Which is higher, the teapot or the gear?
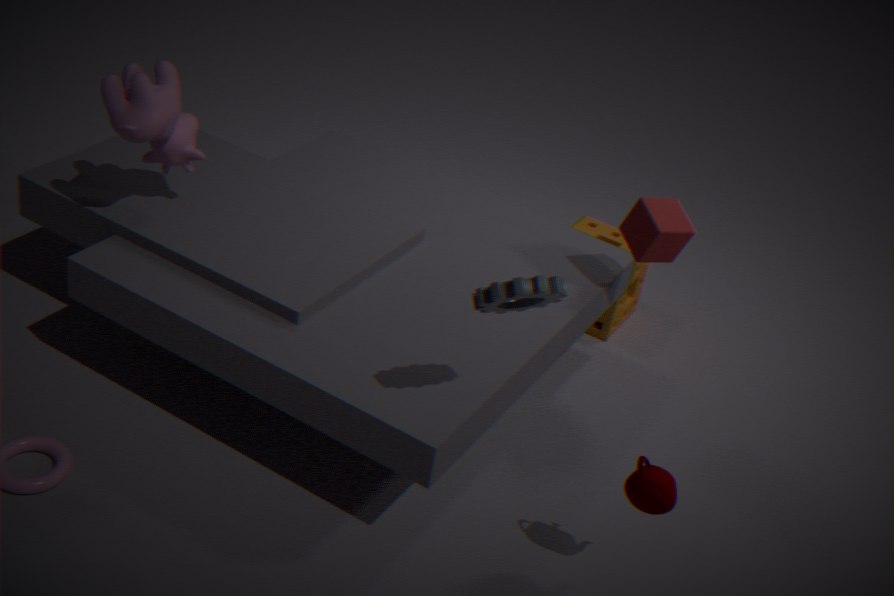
the gear
